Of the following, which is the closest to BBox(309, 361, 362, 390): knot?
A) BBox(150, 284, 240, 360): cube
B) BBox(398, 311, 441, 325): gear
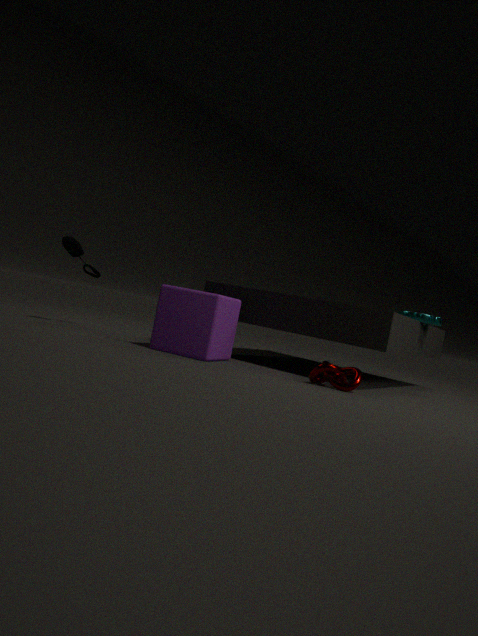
BBox(150, 284, 240, 360): cube
